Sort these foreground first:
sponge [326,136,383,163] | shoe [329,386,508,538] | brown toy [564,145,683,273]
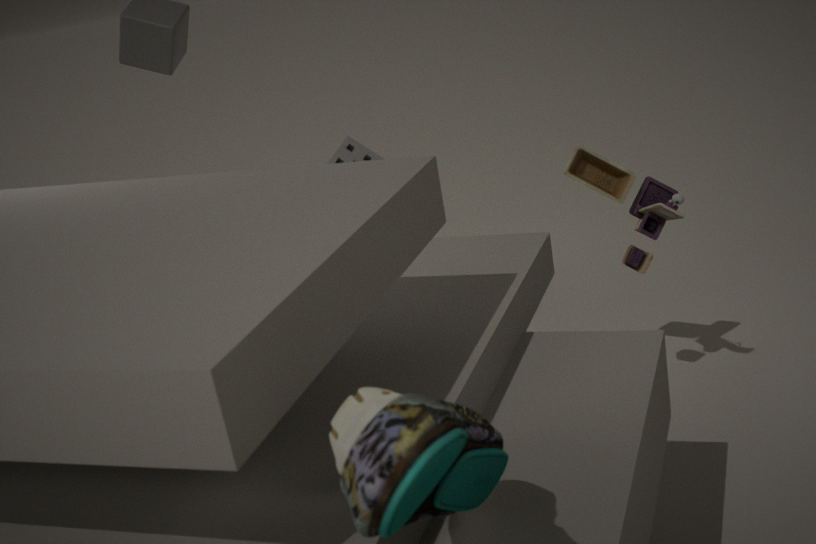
shoe [329,386,508,538]
brown toy [564,145,683,273]
sponge [326,136,383,163]
